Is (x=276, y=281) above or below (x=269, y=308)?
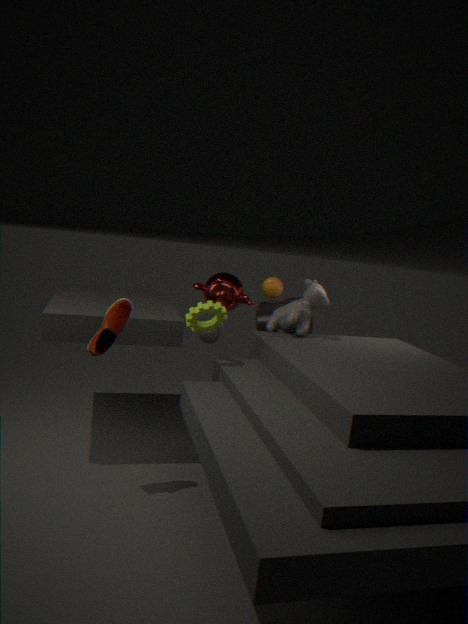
above
